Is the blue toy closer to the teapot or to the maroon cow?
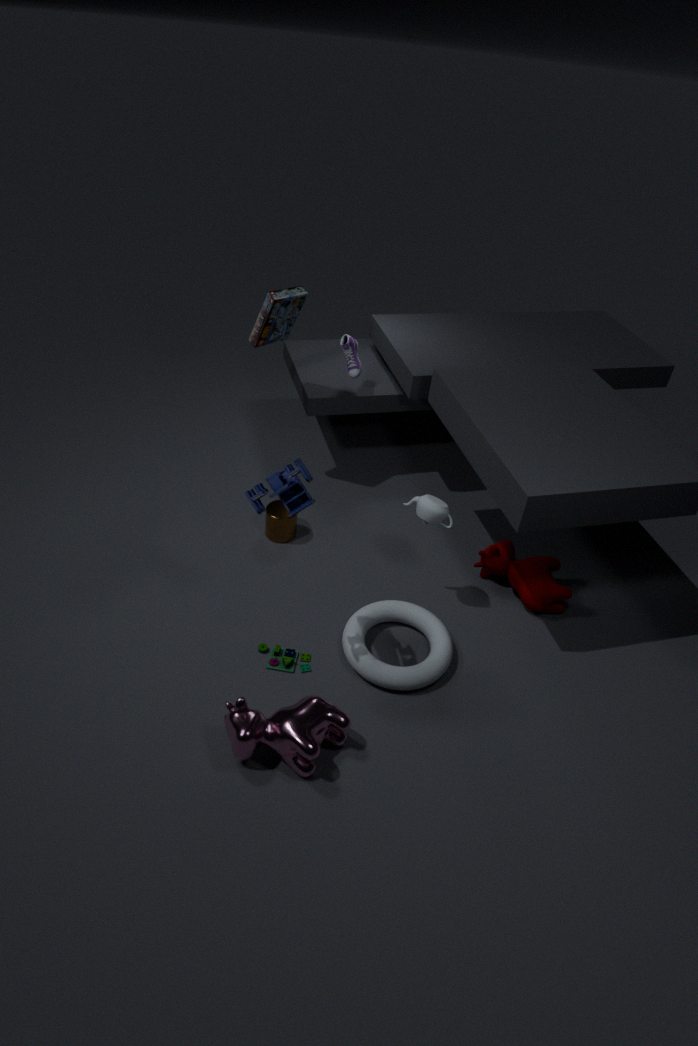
the teapot
